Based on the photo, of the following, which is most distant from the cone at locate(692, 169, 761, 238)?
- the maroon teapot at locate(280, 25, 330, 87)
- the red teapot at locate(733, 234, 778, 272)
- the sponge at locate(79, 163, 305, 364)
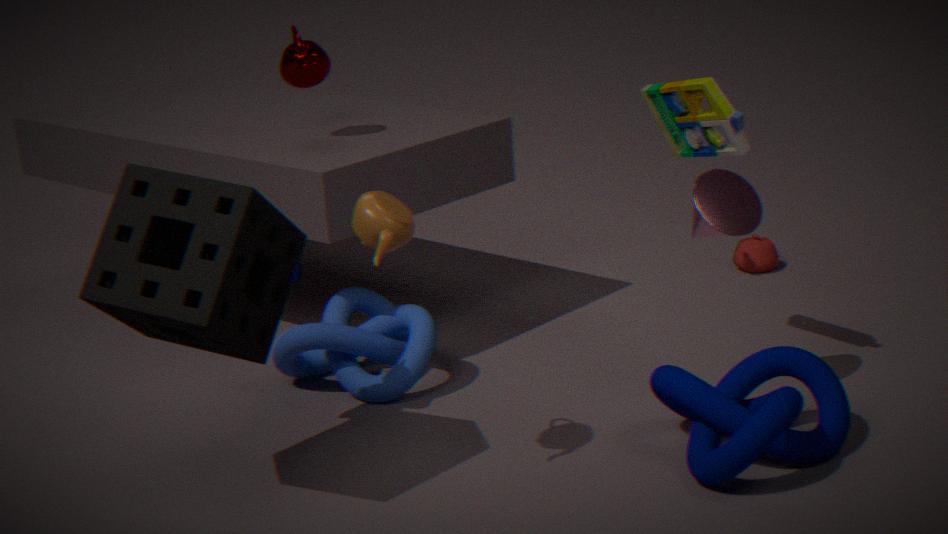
the maroon teapot at locate(280, 25, 330, 87)
